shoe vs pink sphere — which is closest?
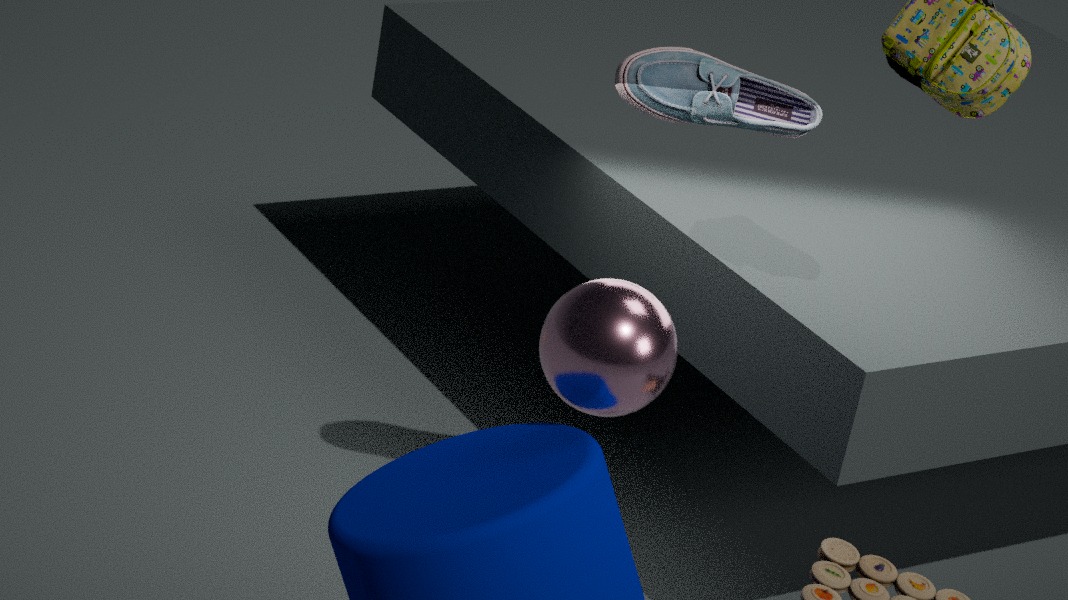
pink sphere
